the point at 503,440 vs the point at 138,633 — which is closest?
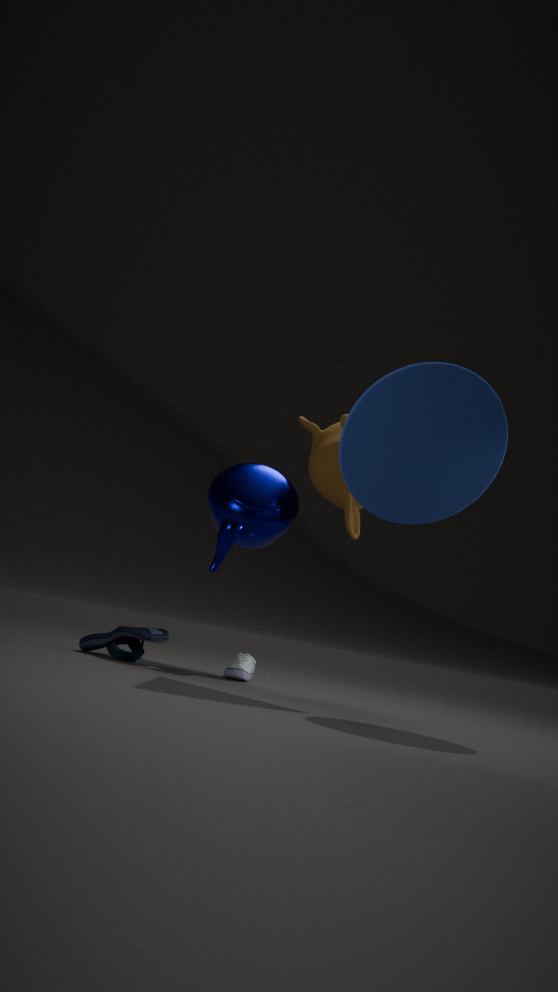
the point at 503,440
